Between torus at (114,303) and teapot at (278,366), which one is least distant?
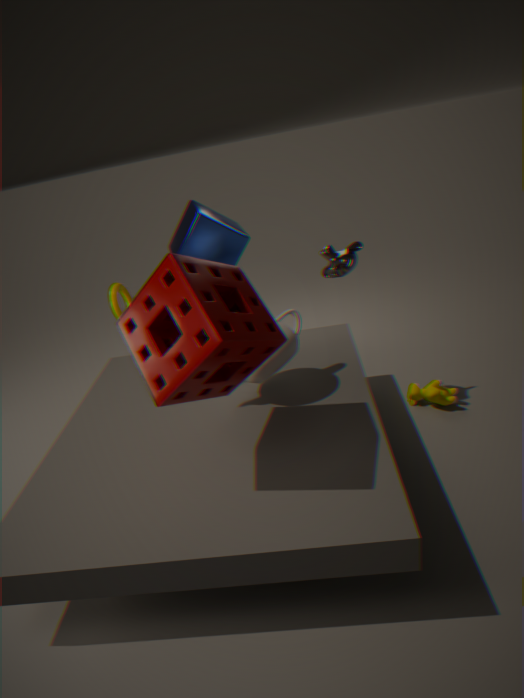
teapot at (278,366)
